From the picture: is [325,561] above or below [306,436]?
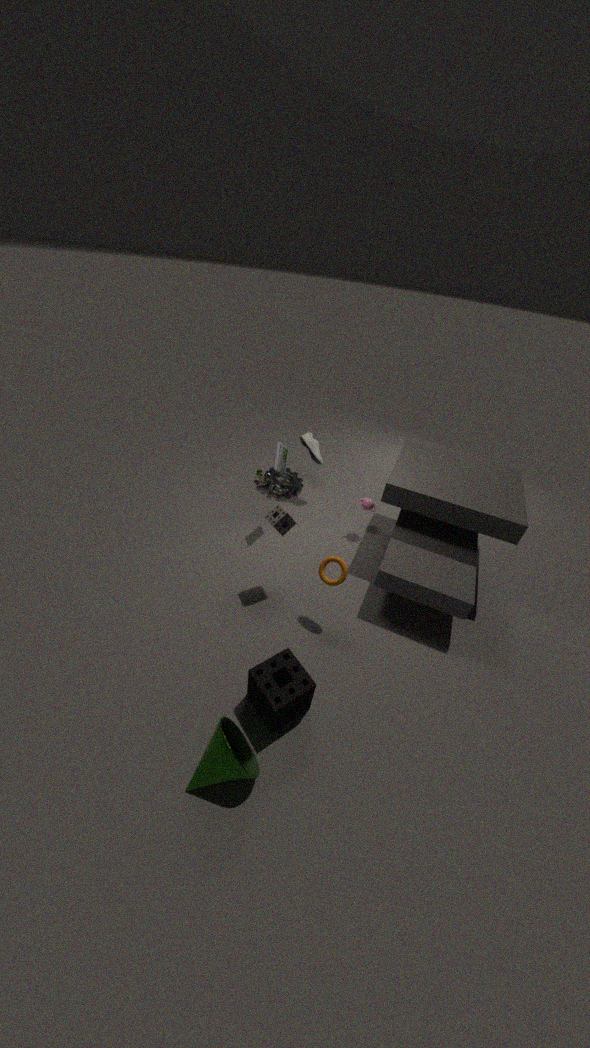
below
